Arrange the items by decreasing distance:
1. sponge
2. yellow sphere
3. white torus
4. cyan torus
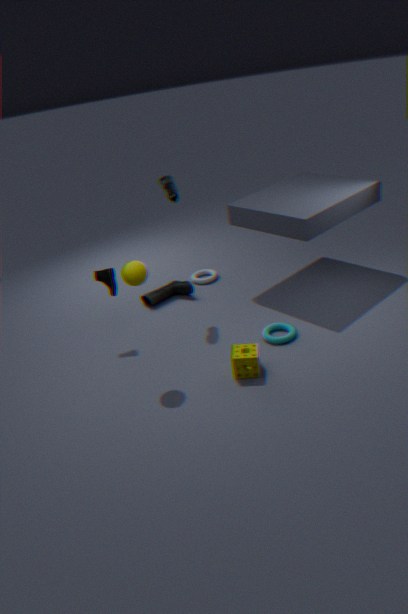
1. white torus
2. cyan torus
3. sponge
4. yellow sphere
